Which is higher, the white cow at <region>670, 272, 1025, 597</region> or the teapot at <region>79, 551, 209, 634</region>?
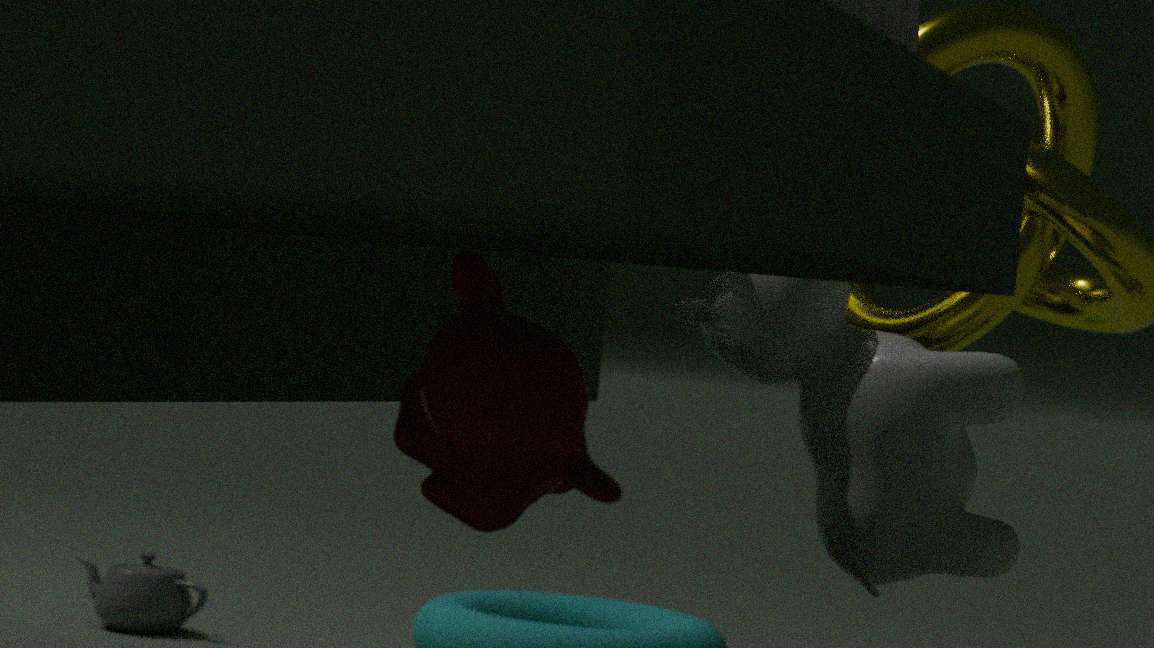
the white cow at <region>670, 272, 1025, 597</region>
